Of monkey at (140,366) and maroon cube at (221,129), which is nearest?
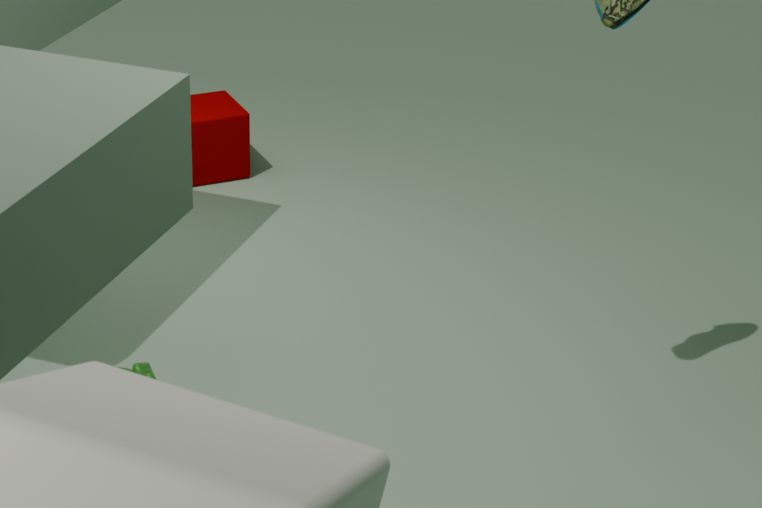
monkey at (140,366)
